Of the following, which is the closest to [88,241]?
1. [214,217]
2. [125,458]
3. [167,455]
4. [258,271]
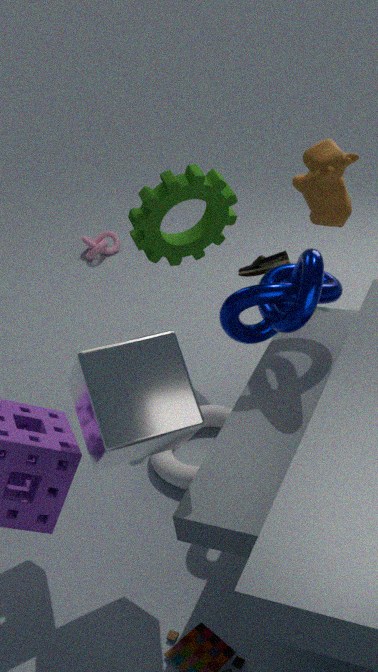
[214,217]
